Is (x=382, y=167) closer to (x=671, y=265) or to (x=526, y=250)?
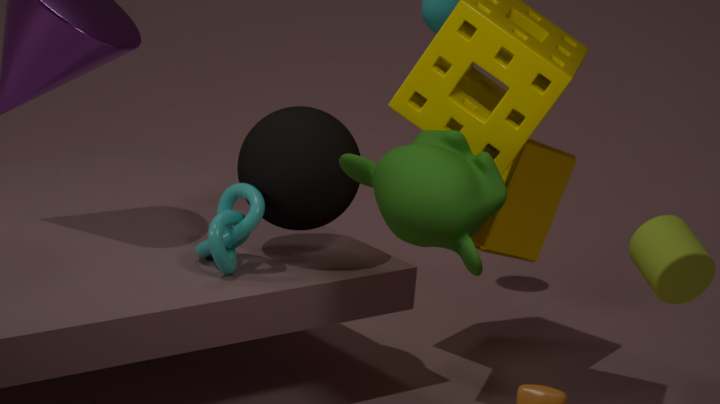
(x=671, y=265)
